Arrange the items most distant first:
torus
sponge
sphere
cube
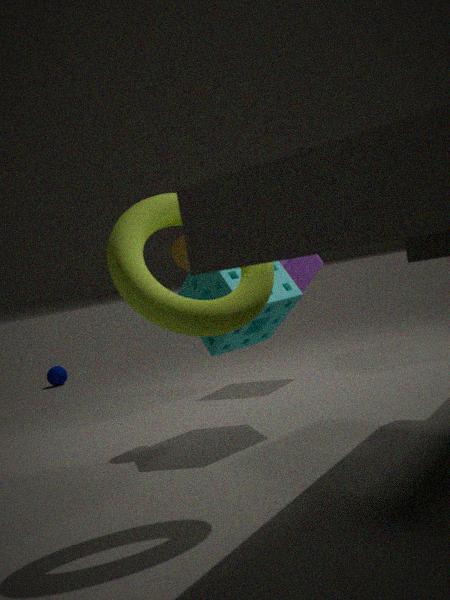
sphere
cube
sponge
torus
